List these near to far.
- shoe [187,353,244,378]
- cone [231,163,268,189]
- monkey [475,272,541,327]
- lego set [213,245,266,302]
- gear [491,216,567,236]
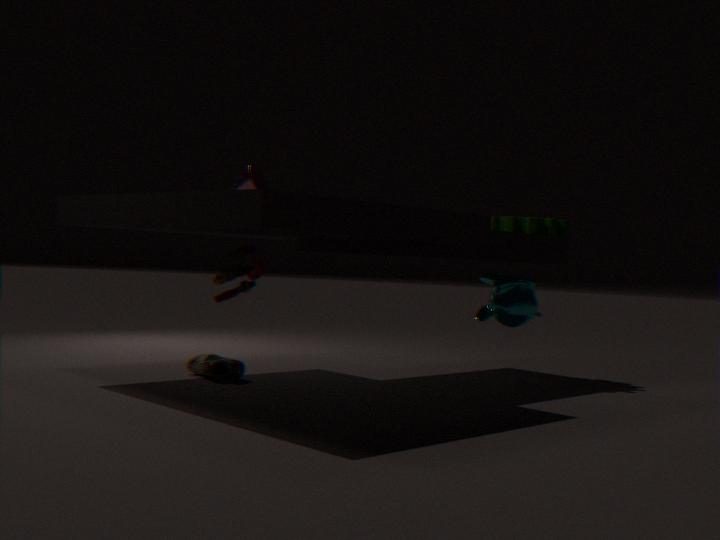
1. lego set [213,245,266,302]
2. shoe [187,353,244,378]
3. cone [231,163,268,189]
4. monkey [475,272,541,327]
5. gear [491,216,567,236]
